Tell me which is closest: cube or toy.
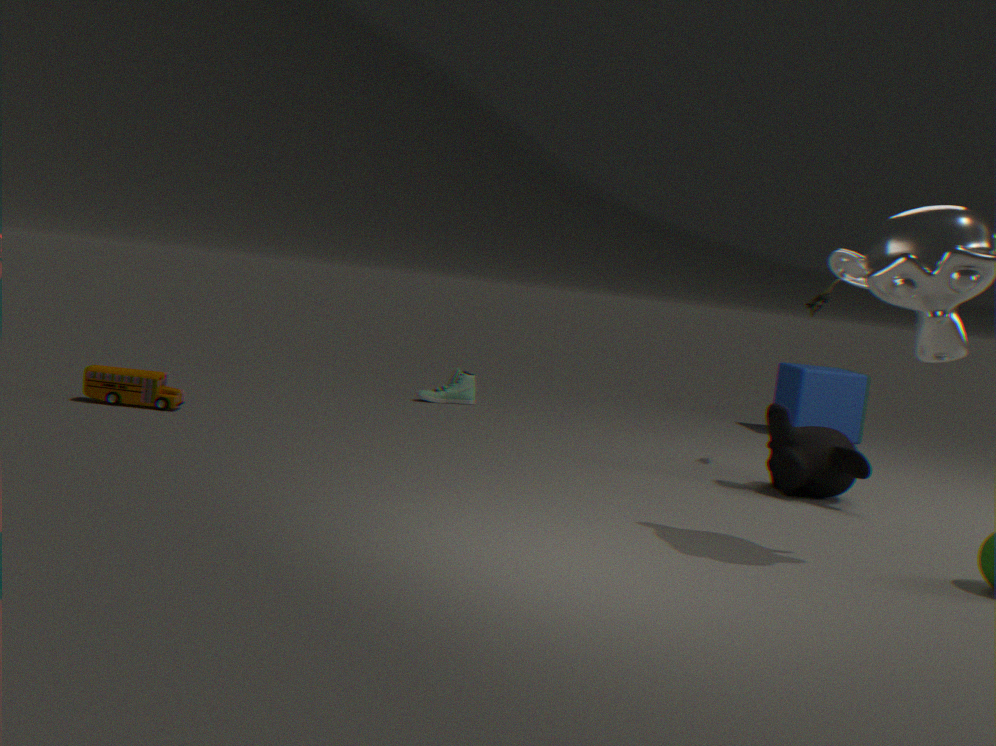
toy
